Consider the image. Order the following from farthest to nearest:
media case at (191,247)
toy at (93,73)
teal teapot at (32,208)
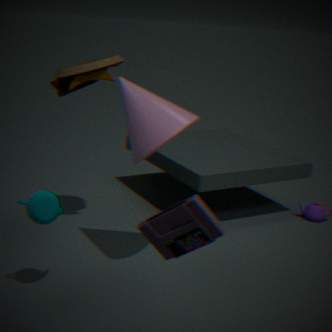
toy at (93,73) < teal teapot at (32,208) < media case at (191,247)
